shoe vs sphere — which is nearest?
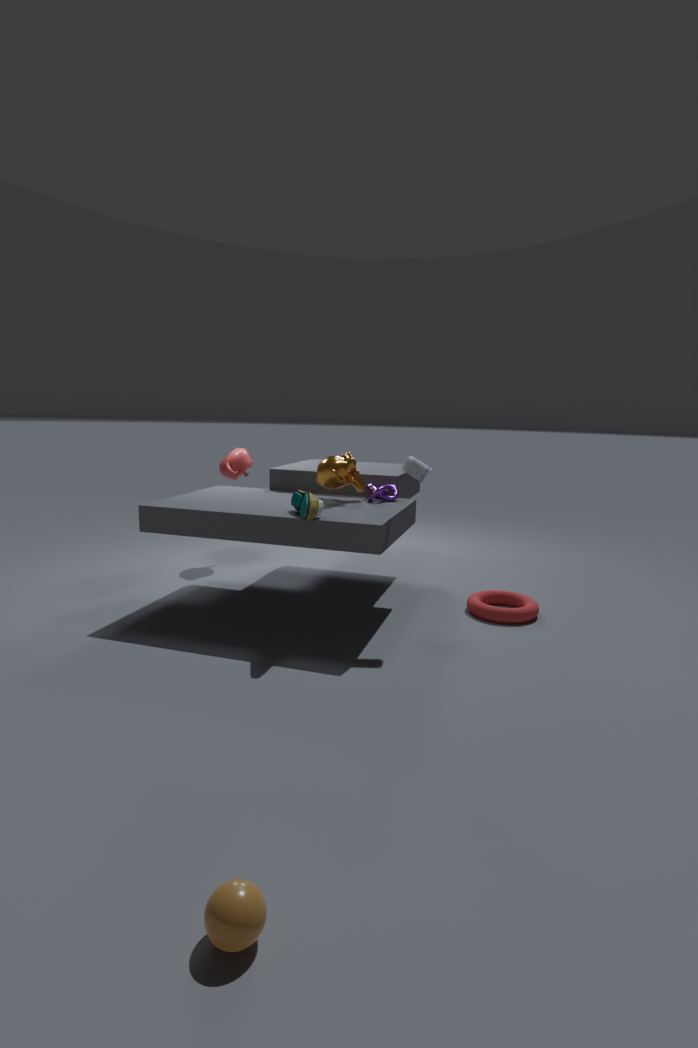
sphere
